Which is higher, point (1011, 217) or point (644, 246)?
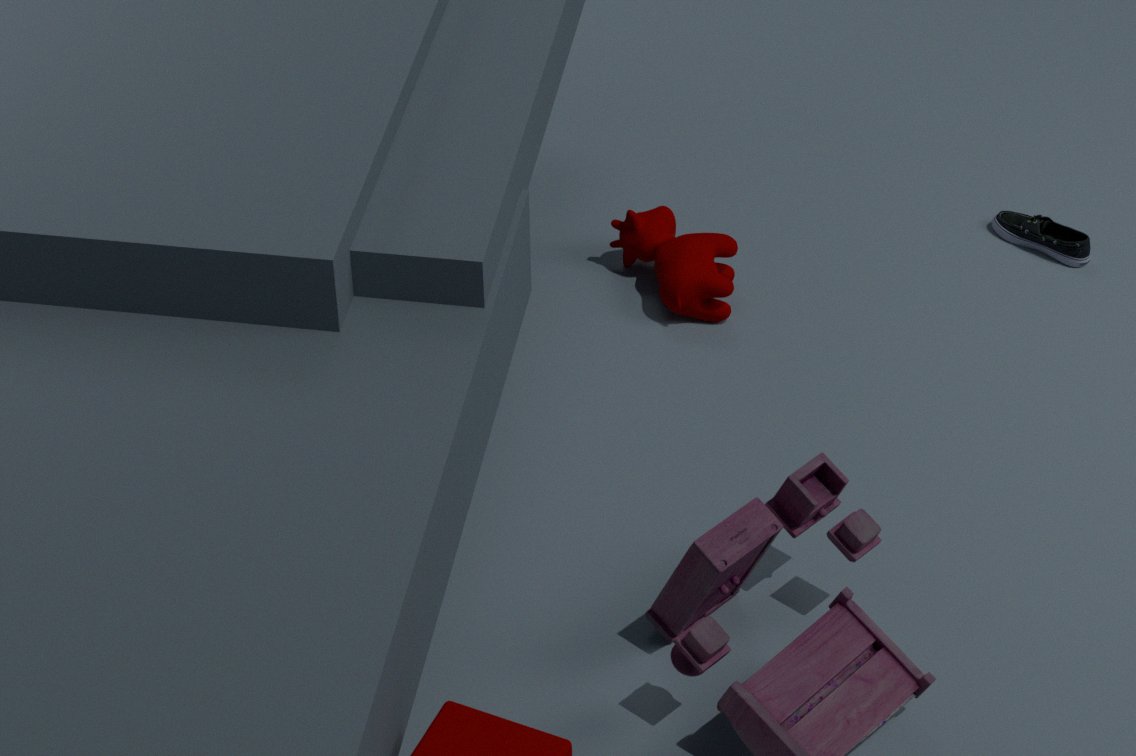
point (644, 246)
